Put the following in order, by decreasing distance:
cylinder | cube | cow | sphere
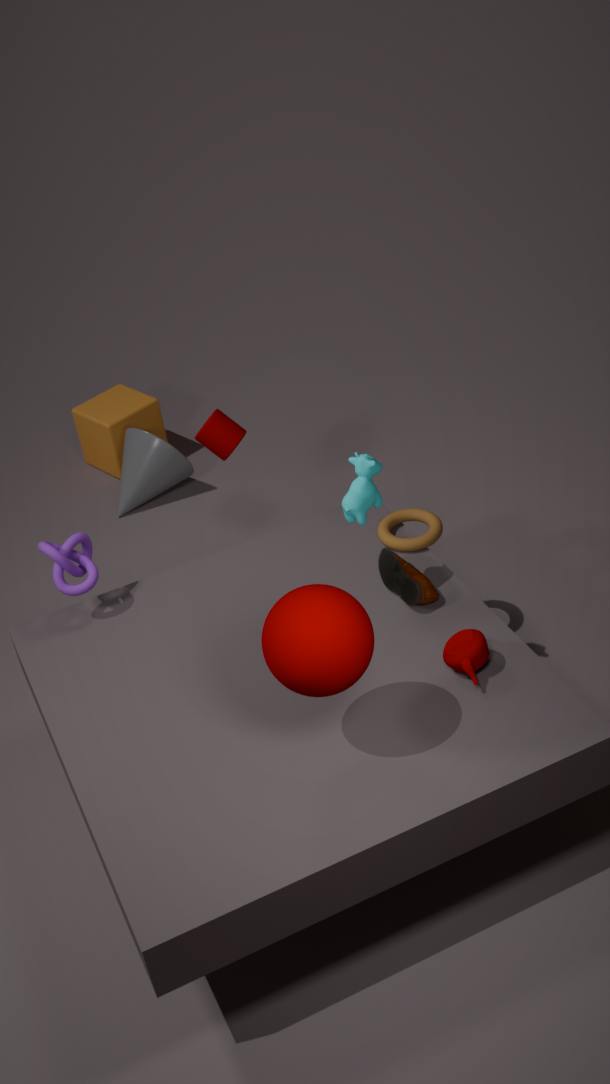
cube, cylinder, cow, sphere
